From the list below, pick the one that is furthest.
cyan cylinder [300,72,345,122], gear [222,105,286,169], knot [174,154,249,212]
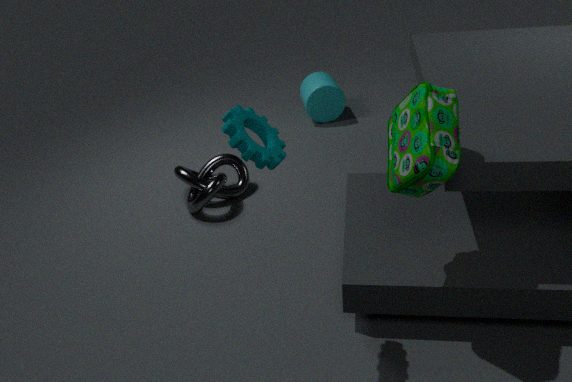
cyan cylinder [300,72,345,122]
